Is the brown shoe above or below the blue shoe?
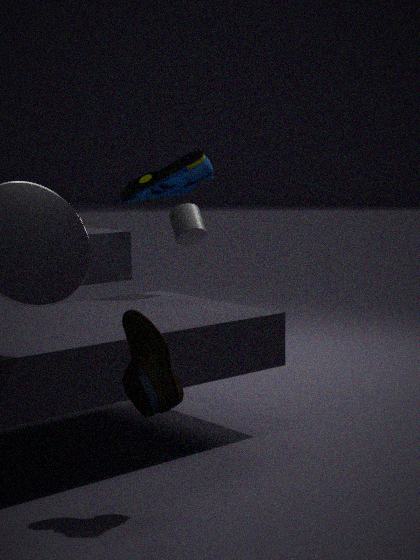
below
